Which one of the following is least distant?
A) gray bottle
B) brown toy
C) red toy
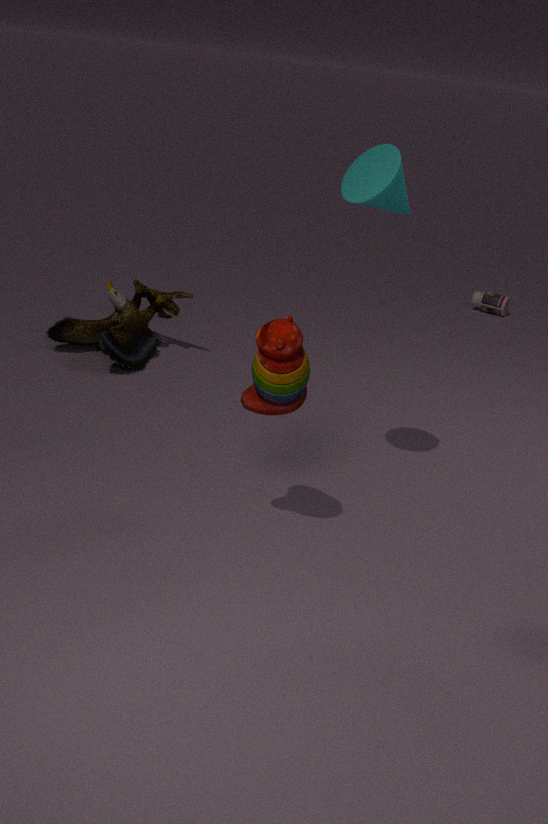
red toy
